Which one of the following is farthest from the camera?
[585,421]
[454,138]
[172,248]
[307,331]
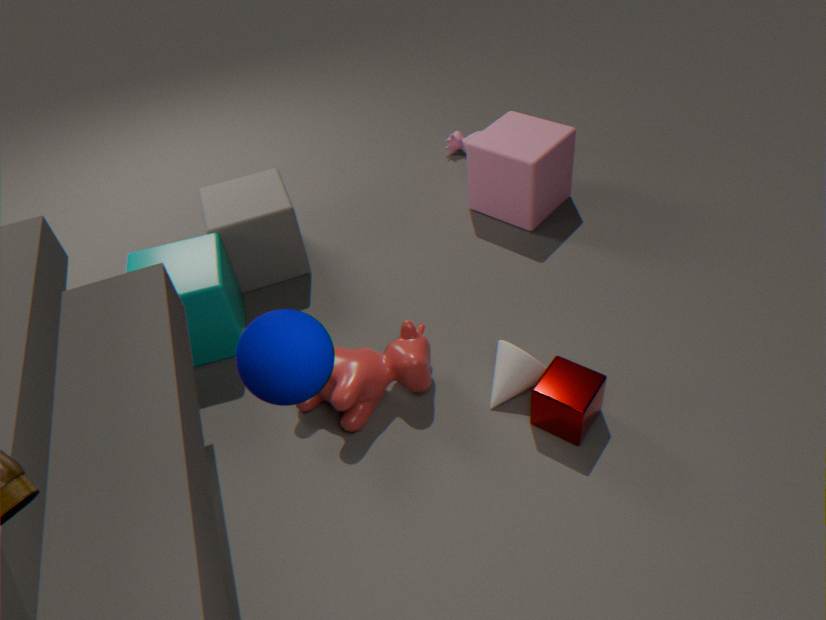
[454,138]
